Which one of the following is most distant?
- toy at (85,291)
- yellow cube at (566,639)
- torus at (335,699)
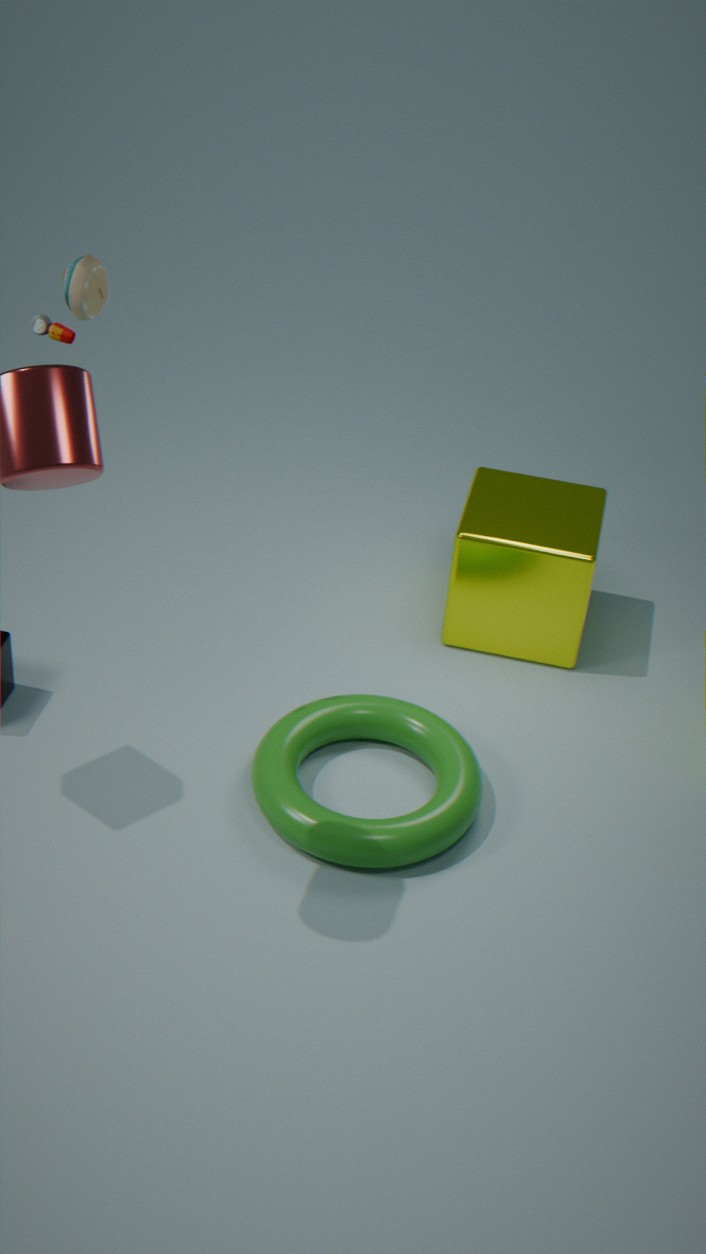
yellow cube at (566,639)
